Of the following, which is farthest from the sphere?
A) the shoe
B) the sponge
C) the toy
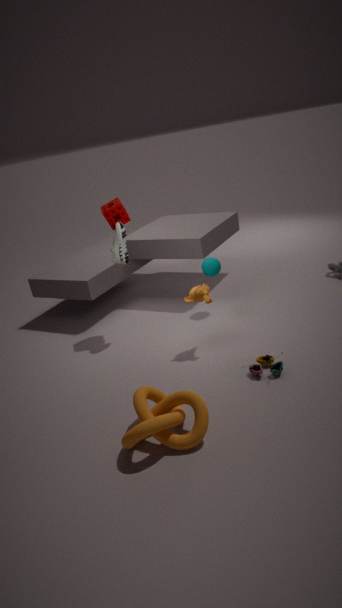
the toy
